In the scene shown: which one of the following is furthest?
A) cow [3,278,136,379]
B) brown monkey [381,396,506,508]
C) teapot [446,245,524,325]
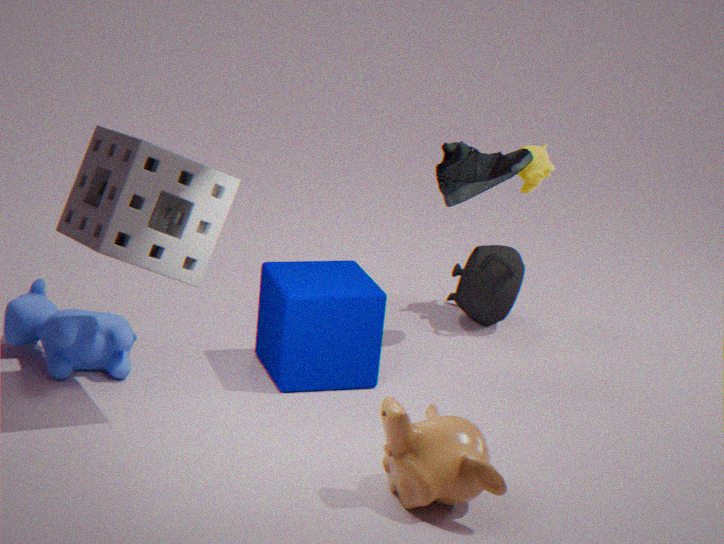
teapot [446,245,524,325]
